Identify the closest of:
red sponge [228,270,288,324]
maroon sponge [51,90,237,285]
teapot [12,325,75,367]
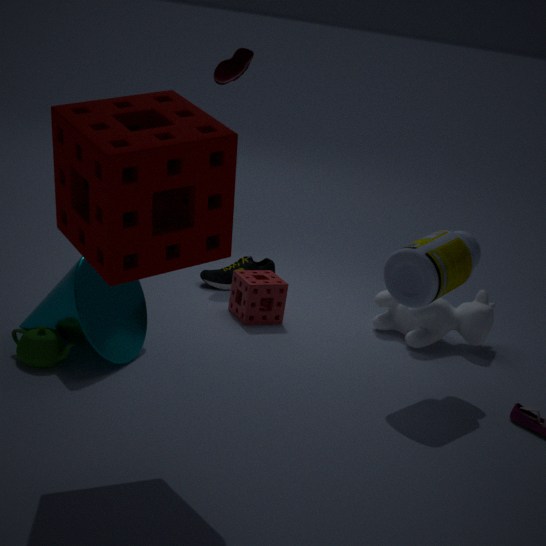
maroon sponge [51,90,237,285]
